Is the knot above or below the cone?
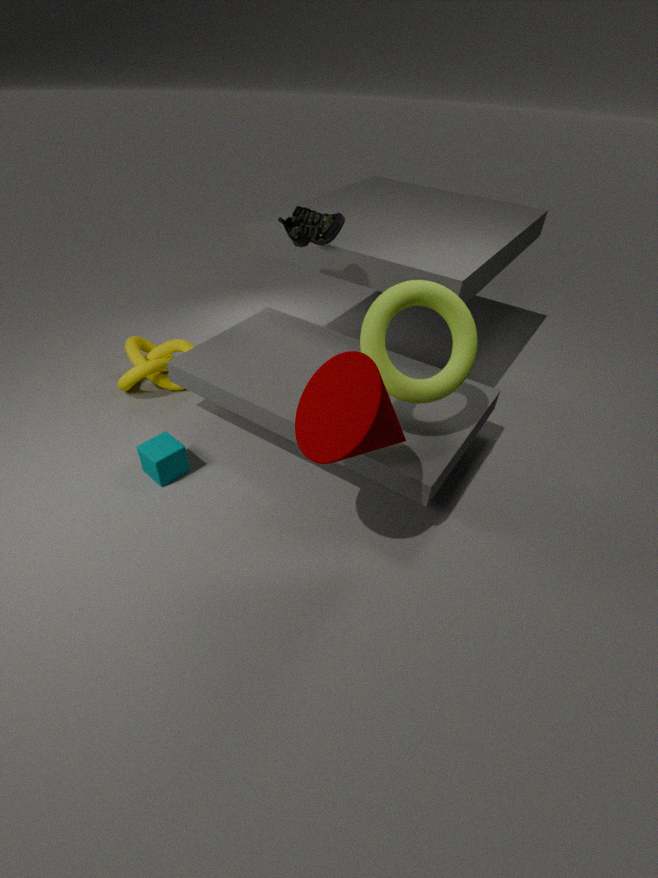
below
